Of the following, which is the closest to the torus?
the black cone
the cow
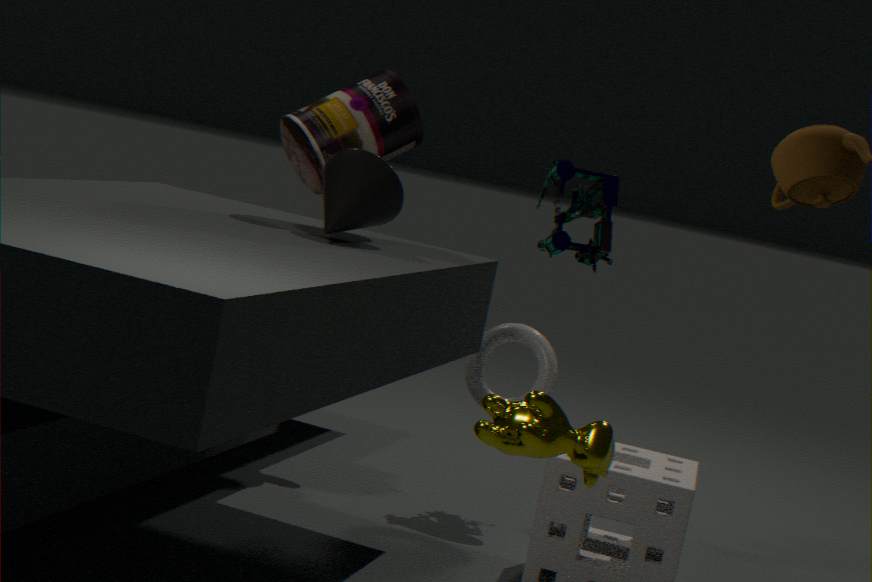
the black cone
